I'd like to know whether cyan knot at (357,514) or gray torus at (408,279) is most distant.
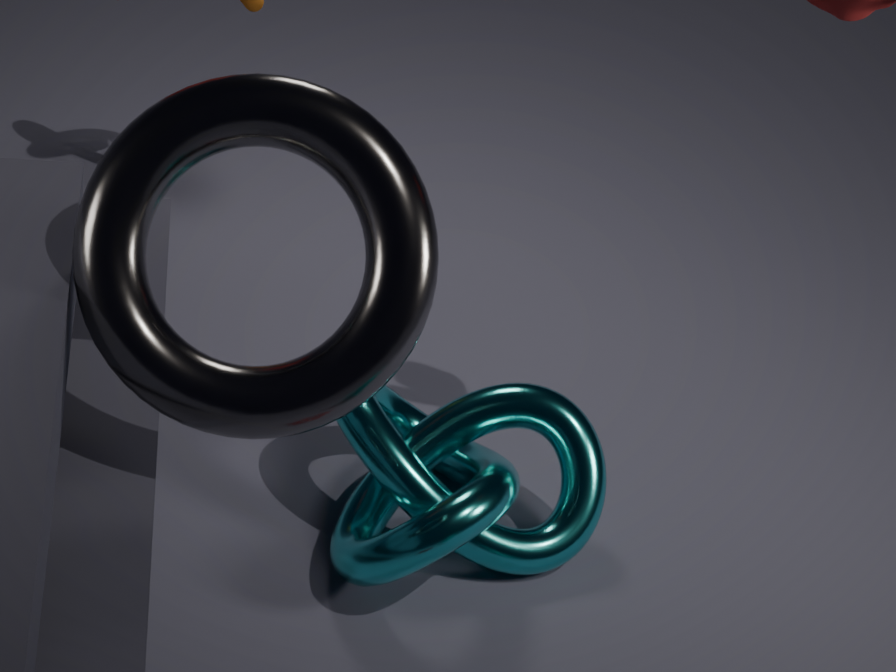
cyan knot at (357,514)
